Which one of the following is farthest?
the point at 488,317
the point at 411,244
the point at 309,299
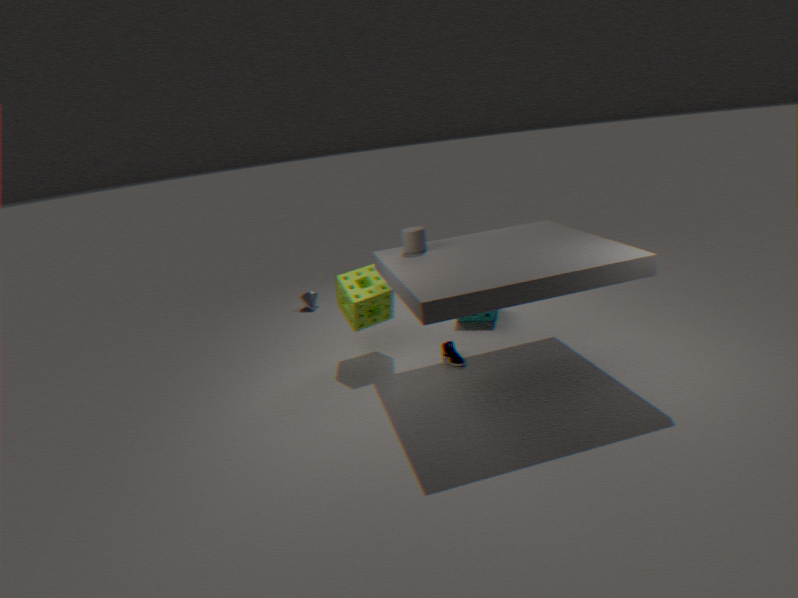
the point at 309,299
